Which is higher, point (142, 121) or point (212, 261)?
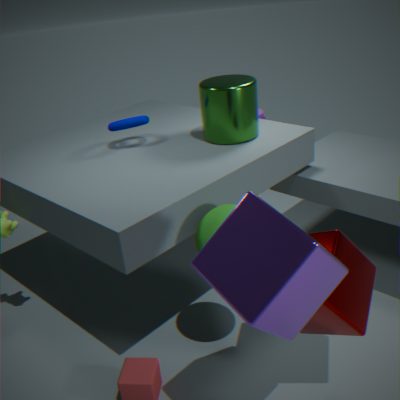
point (142, 121)
